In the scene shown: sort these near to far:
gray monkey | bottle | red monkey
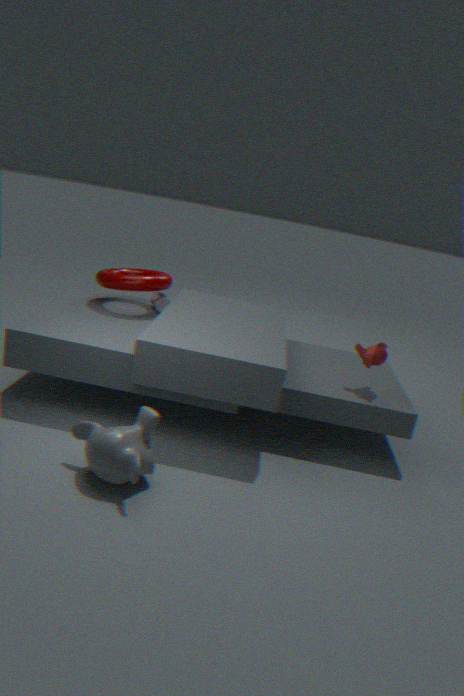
gray monkey, red monkey, bottle
